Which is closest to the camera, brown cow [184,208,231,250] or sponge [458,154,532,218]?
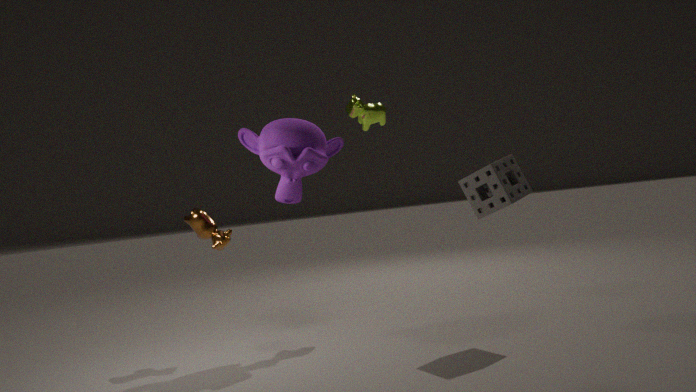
sponge [458,154,532,218]
